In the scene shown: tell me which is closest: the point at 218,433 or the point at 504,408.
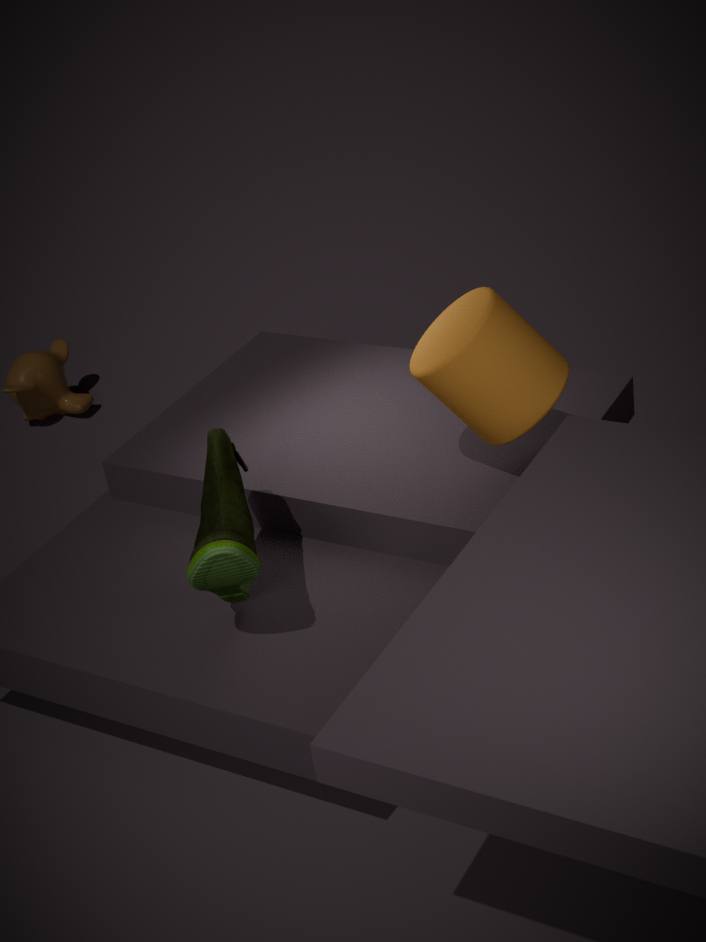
the point at 504,408
